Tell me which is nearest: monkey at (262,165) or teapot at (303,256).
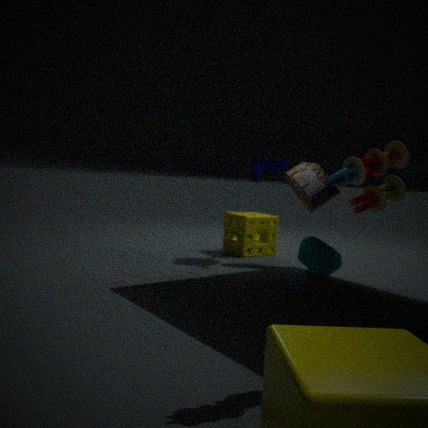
teapot at (303,256)
